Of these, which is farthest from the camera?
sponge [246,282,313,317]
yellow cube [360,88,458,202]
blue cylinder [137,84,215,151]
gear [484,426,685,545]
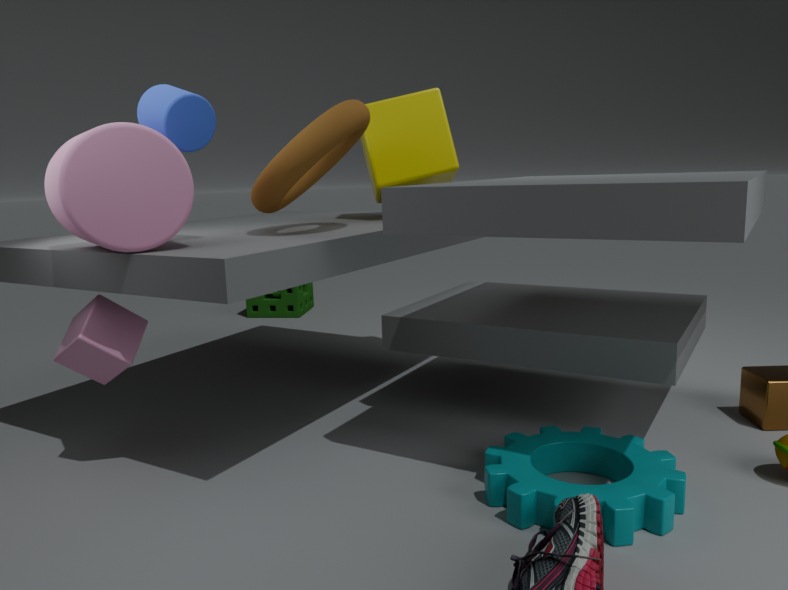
sponge [246,282,313,317]
